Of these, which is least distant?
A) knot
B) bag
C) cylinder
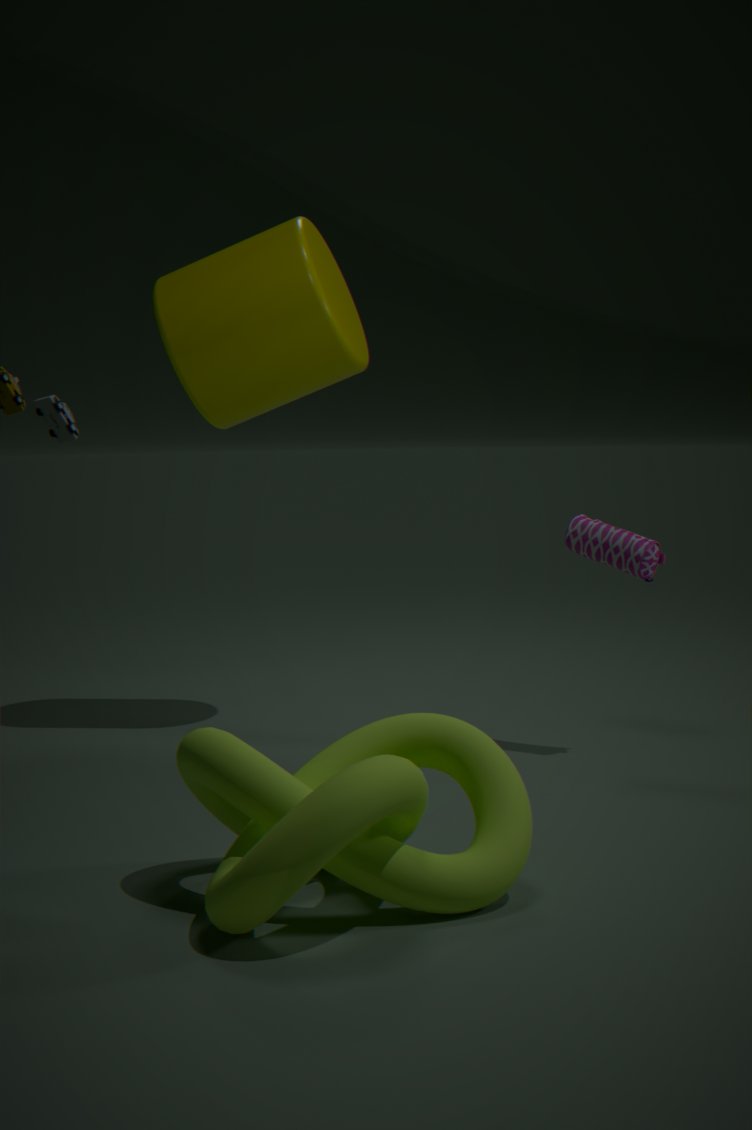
knot
